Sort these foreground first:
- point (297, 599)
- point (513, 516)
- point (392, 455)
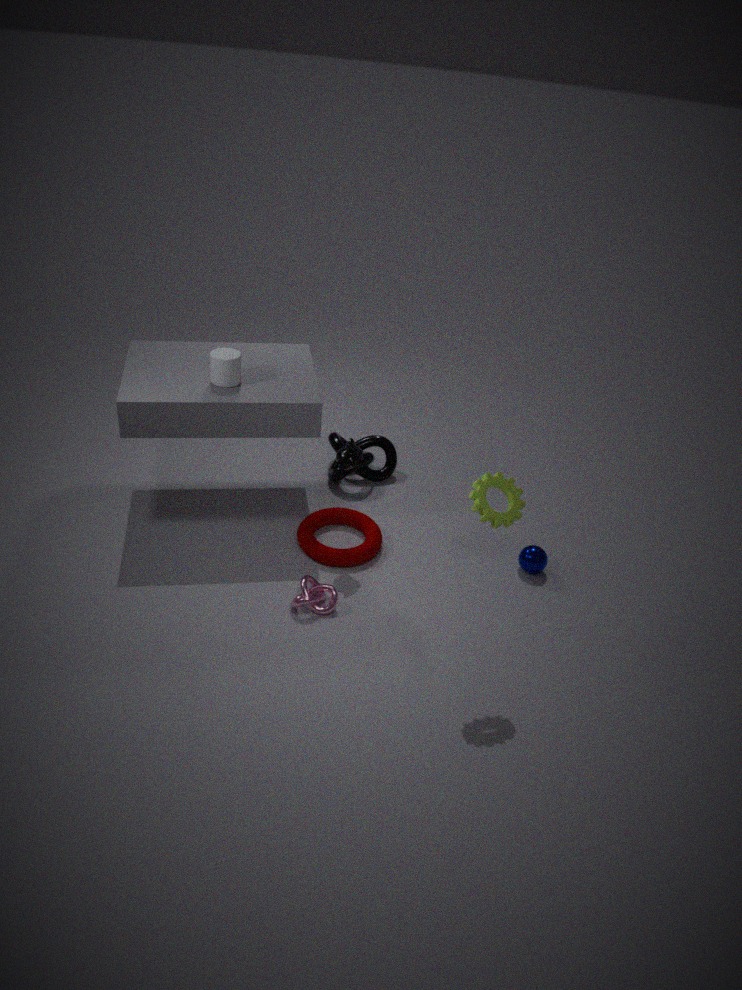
1. point (513, 516)
2. point (297, 599)
3. point (392, 455)
